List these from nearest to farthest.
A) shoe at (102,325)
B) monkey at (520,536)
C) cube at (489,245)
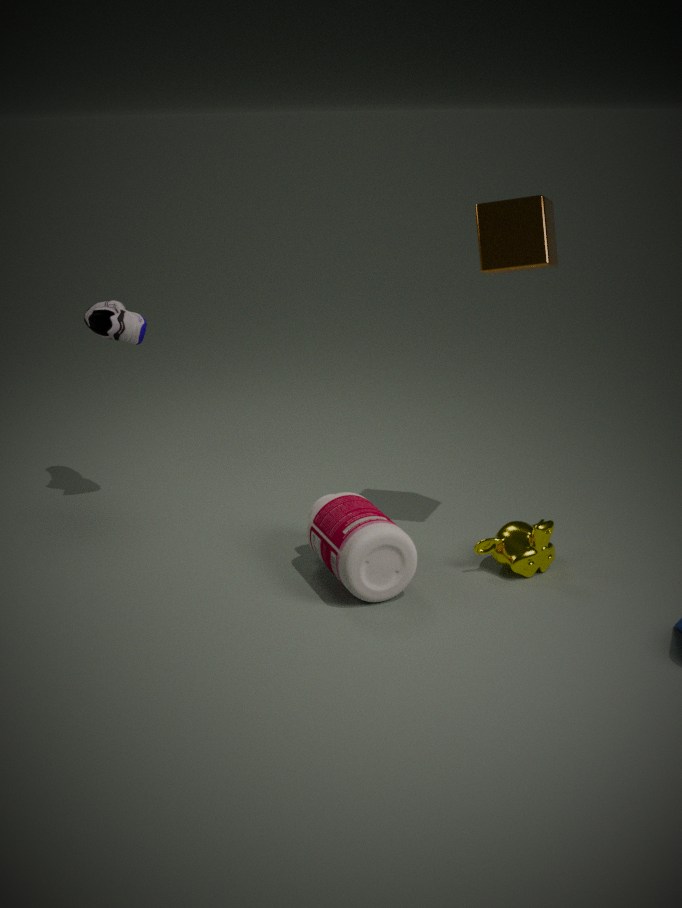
1. cube at (489,245)
2. monkey at (520,536)
3. shoe at (102,325)
